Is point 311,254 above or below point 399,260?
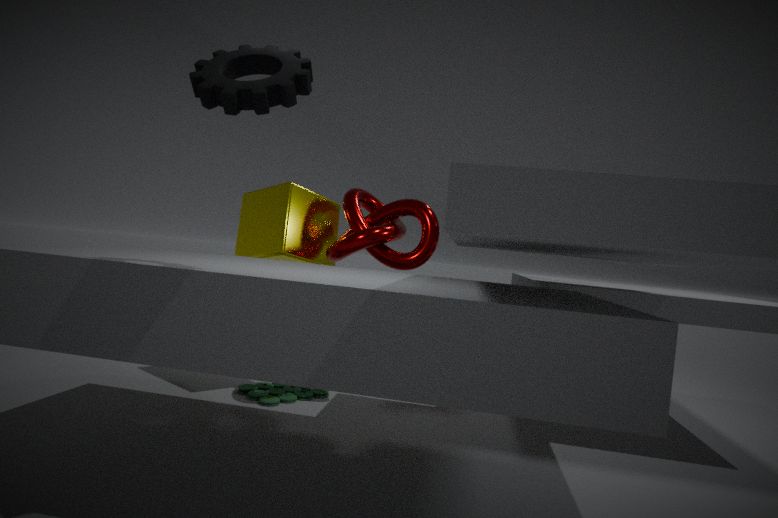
below
